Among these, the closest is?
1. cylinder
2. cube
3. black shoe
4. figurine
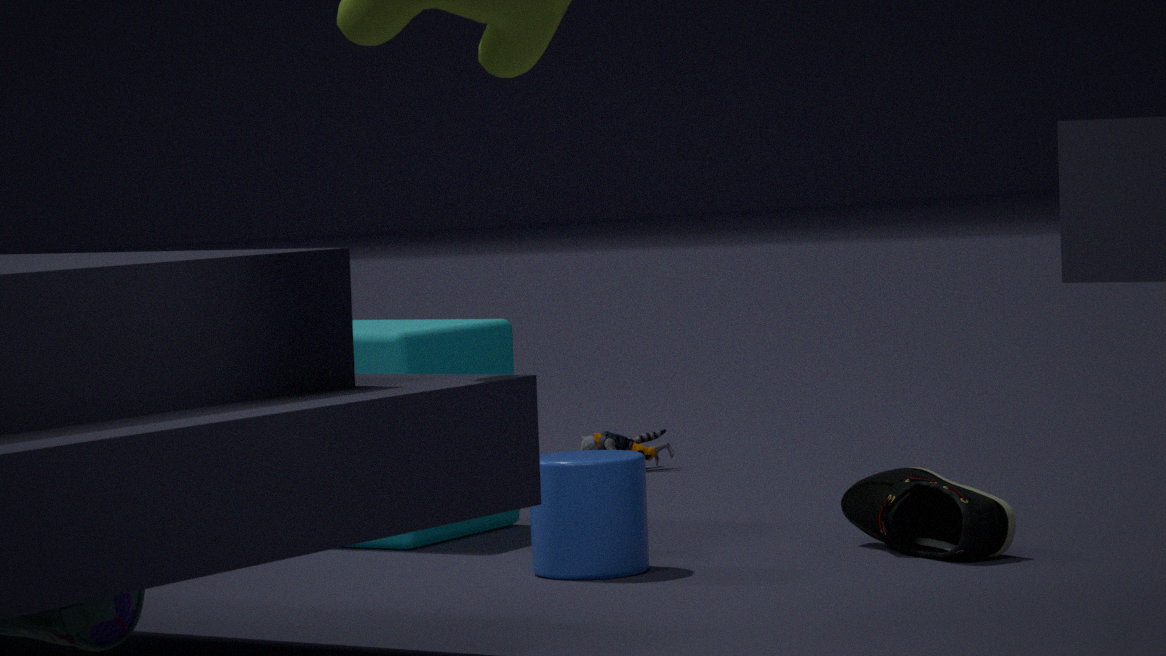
cylinder
